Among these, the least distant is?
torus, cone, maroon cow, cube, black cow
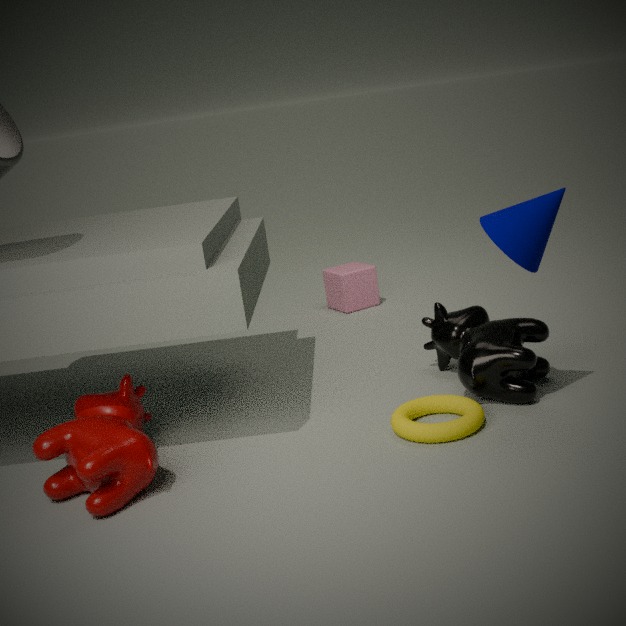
maroon cow
